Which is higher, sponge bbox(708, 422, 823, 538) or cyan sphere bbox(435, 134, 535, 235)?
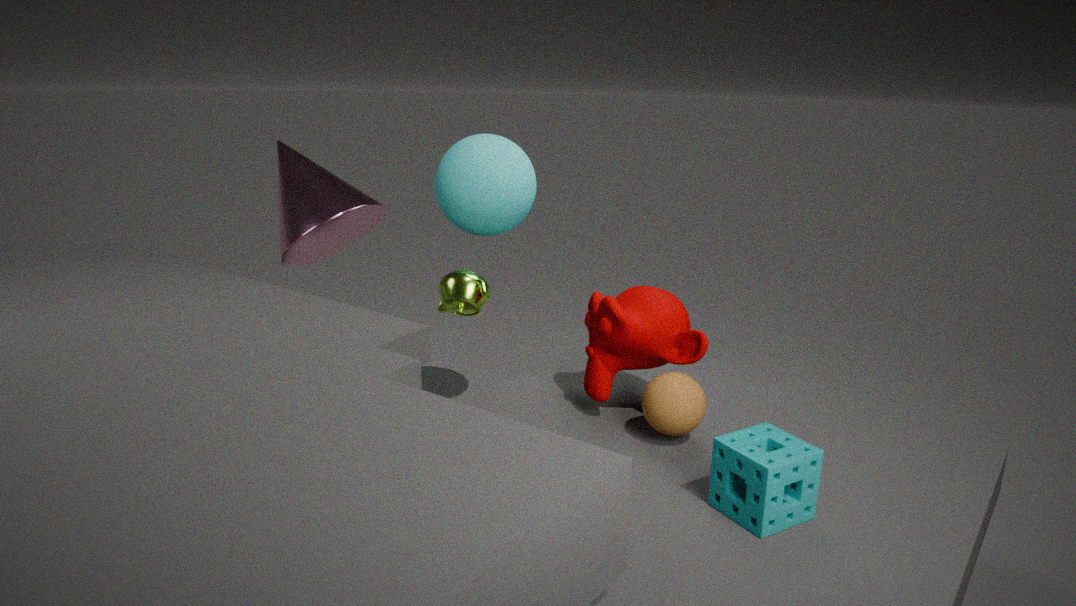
cyan sphere bbox(435, 134, 535, 235)
